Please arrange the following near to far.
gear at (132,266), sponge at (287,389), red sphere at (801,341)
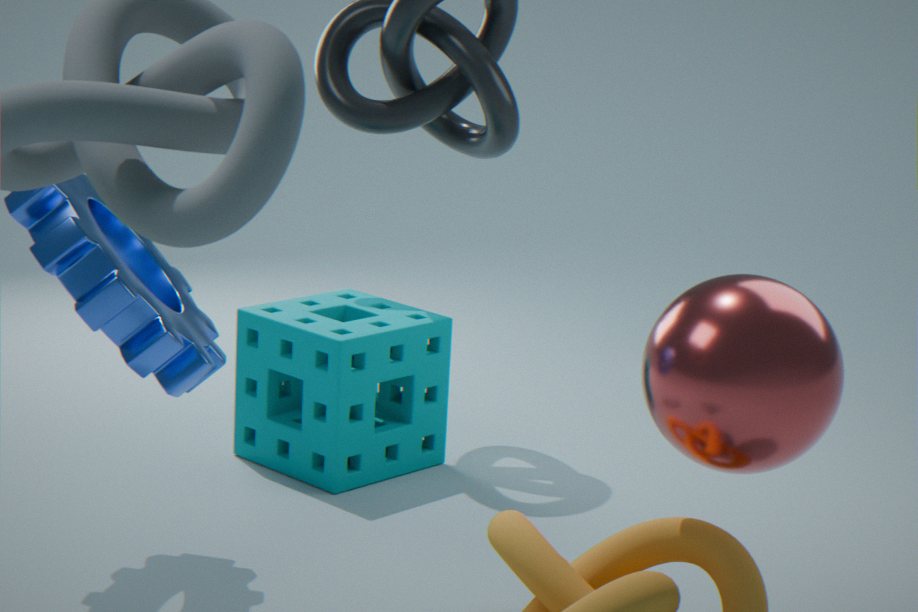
1. red sphere at (801,341)
2. gear at (132,266)
3. sponge at (287,389)
